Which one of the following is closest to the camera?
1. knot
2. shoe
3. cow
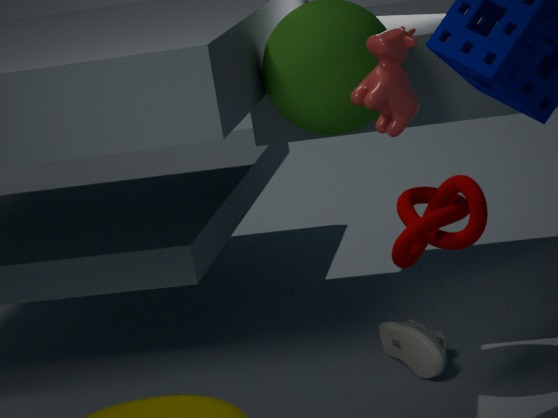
knot
